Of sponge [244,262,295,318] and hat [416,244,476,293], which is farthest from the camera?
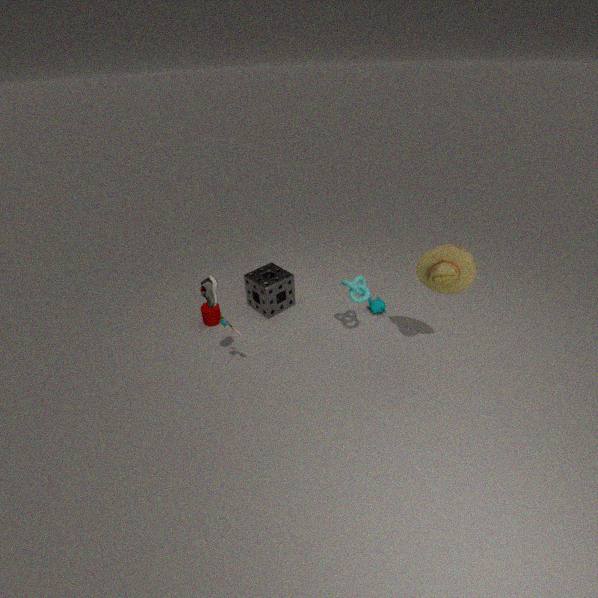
sponge [244,262,295,318]
